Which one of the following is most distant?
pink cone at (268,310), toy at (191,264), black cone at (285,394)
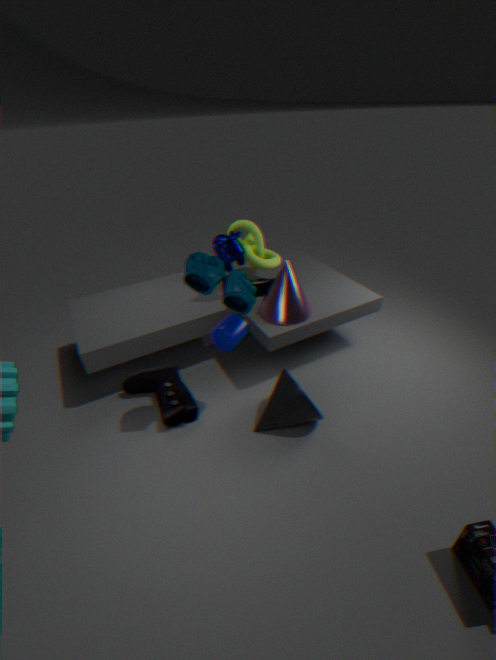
pink cone at (268,310)
